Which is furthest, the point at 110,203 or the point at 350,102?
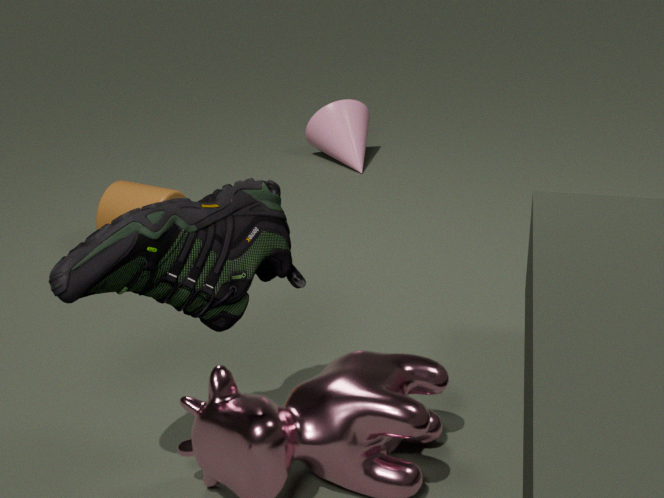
the point at 350,102
